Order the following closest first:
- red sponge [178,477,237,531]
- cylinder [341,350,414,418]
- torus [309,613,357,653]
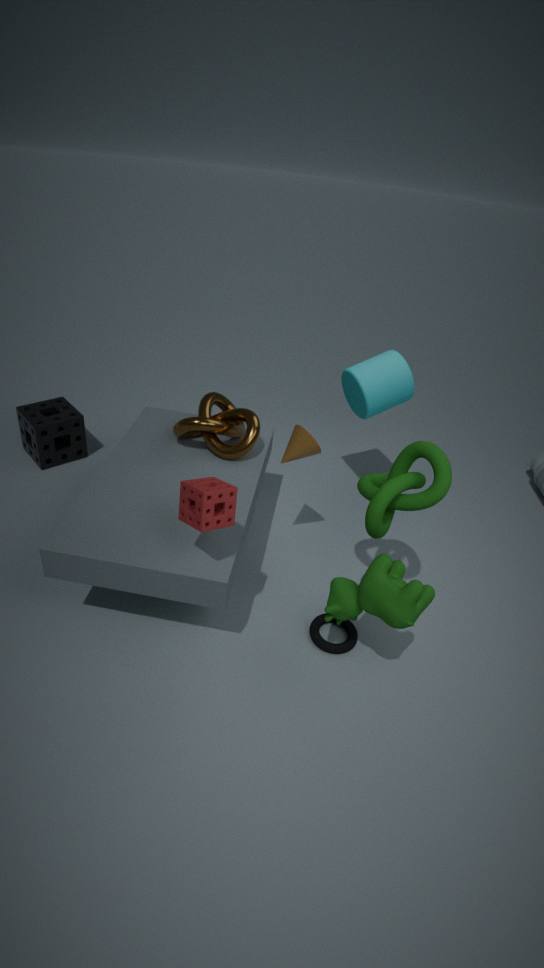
red sponge [178,477,237,531]
torus [309,613,357,653]
cylinder [341,350,414,418]
